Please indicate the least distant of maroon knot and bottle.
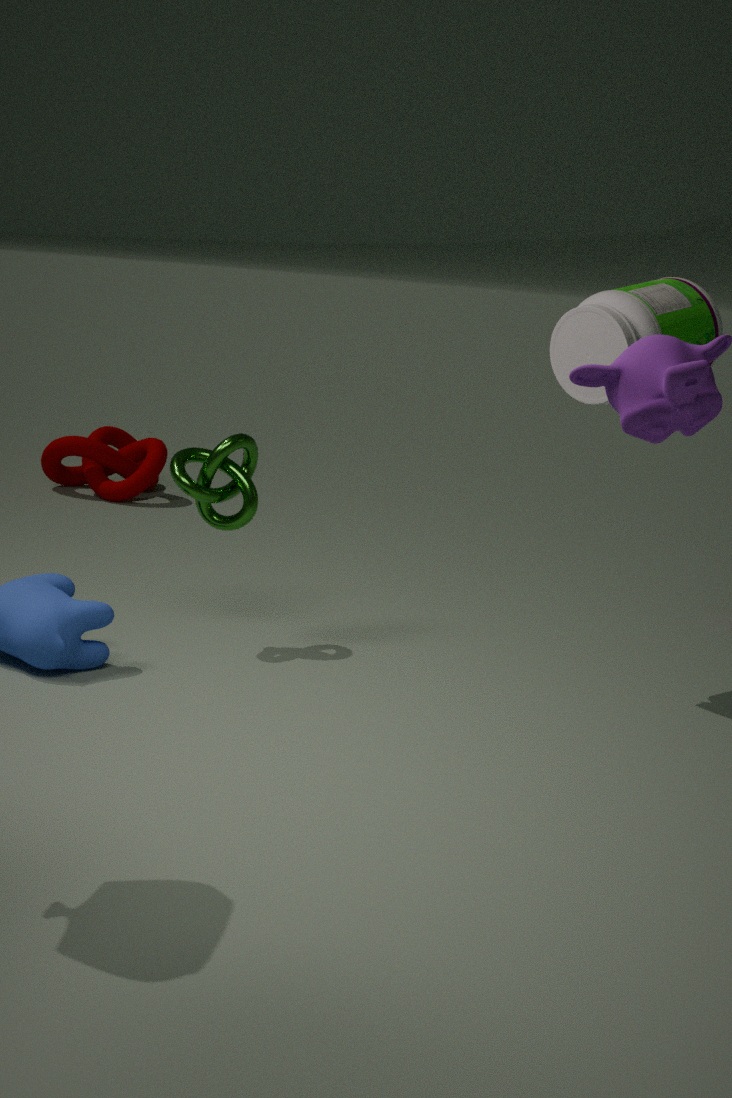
bottle
